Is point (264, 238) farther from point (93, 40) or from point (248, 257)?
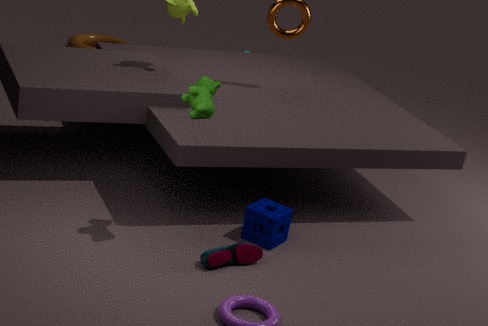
point (93, 40)
